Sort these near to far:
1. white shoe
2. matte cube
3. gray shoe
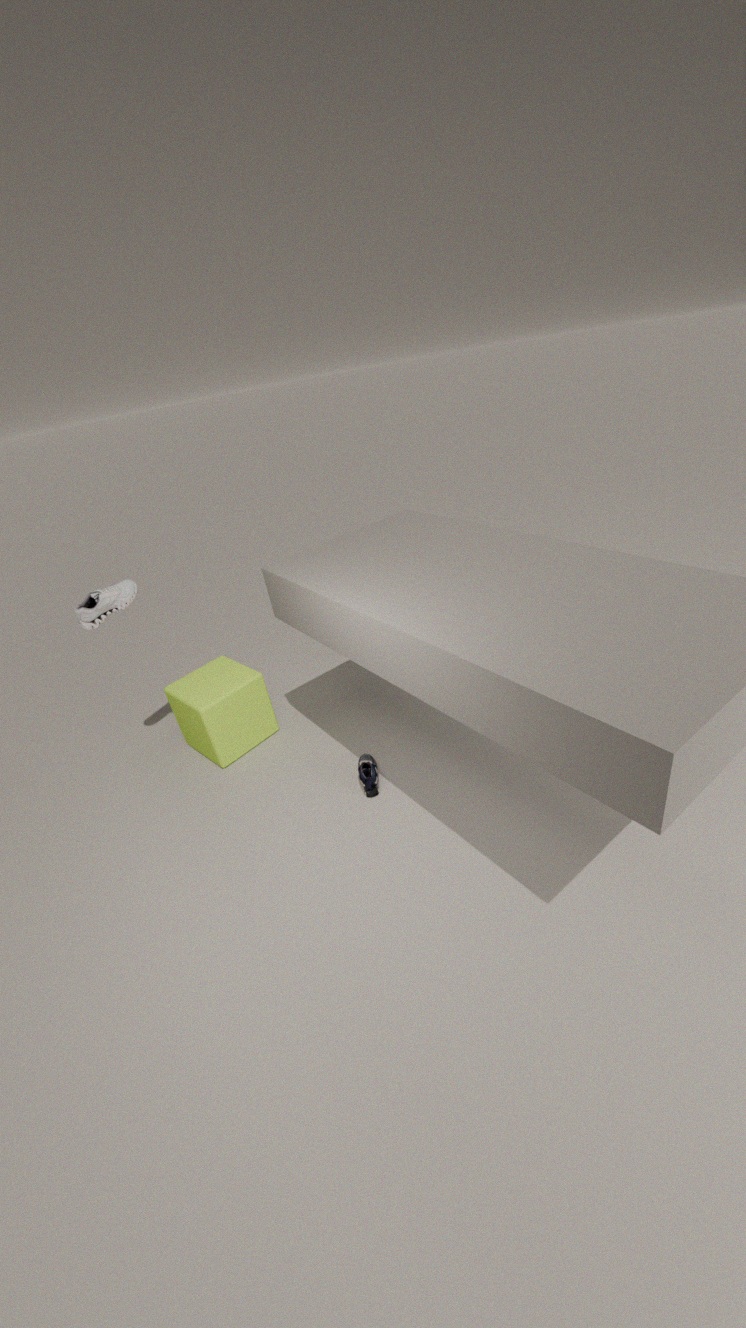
white shoe < gray shoe < matte cube
